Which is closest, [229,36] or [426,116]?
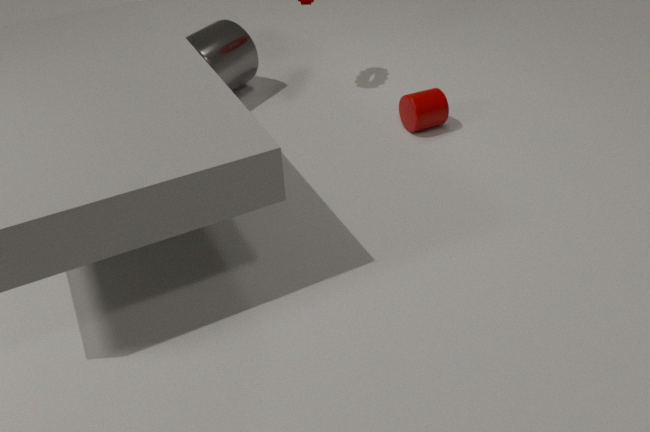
[426,116]
